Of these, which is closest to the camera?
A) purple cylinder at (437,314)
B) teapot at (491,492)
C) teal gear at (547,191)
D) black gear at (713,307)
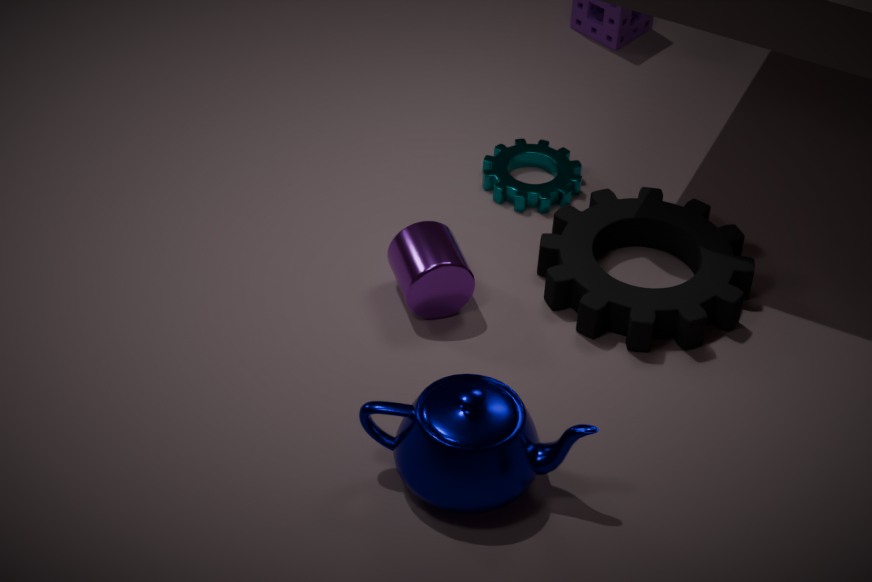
teapot at (491,492)
